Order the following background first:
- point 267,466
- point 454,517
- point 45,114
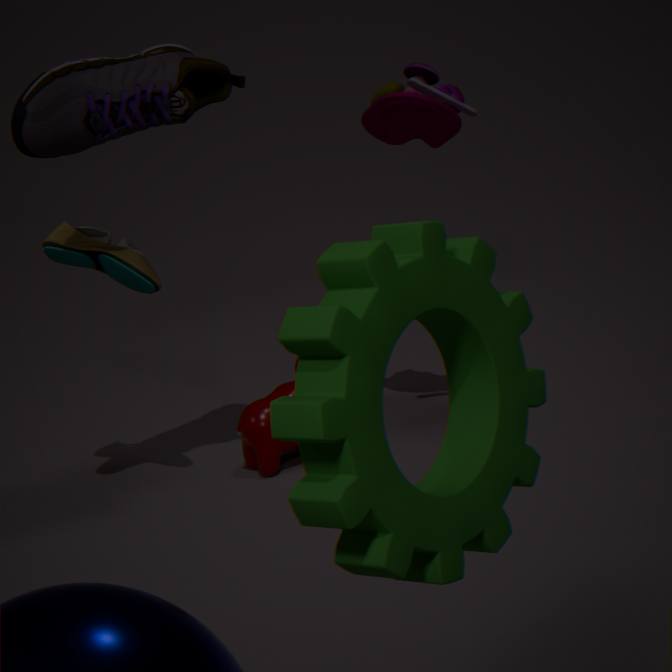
point 267,466 < point 45,114 < point 454,517
